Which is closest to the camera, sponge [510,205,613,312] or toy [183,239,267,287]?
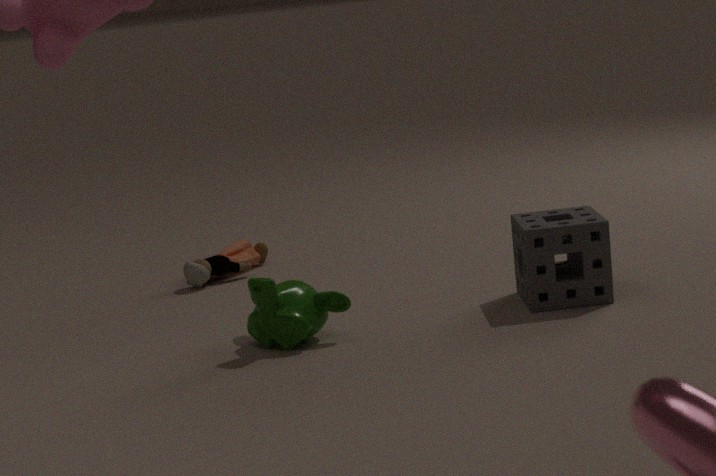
sponge [510,205,613,312]
